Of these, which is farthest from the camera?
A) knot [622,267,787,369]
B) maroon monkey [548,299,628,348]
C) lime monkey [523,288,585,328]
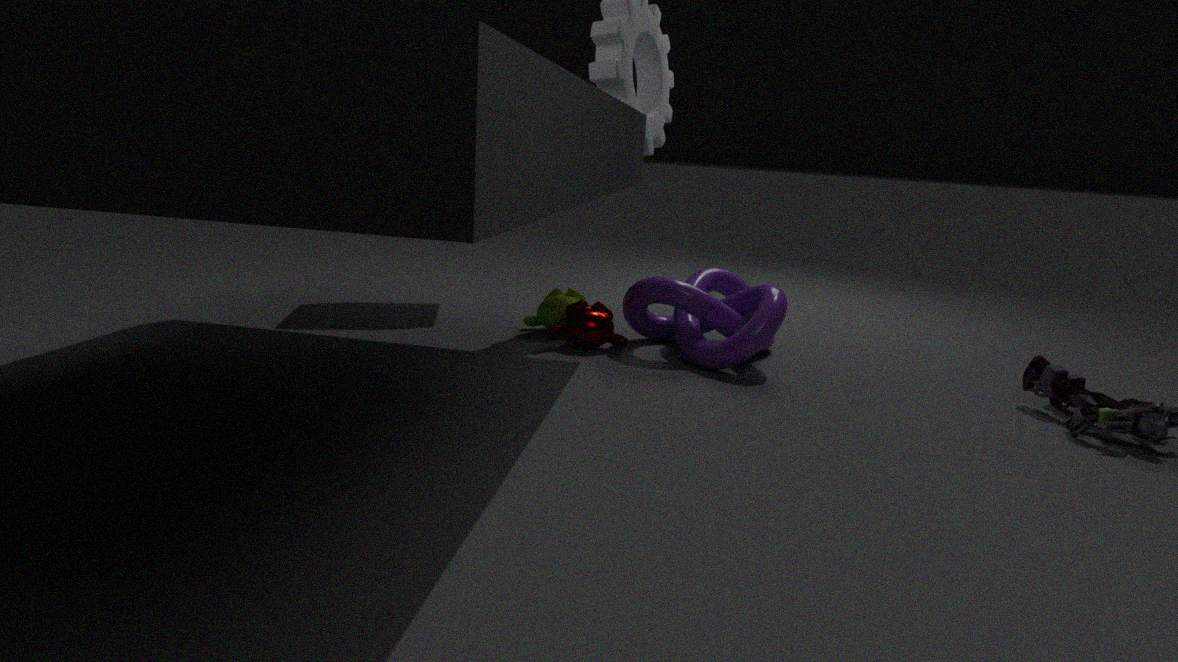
lime monkey [523,288,585,328]
